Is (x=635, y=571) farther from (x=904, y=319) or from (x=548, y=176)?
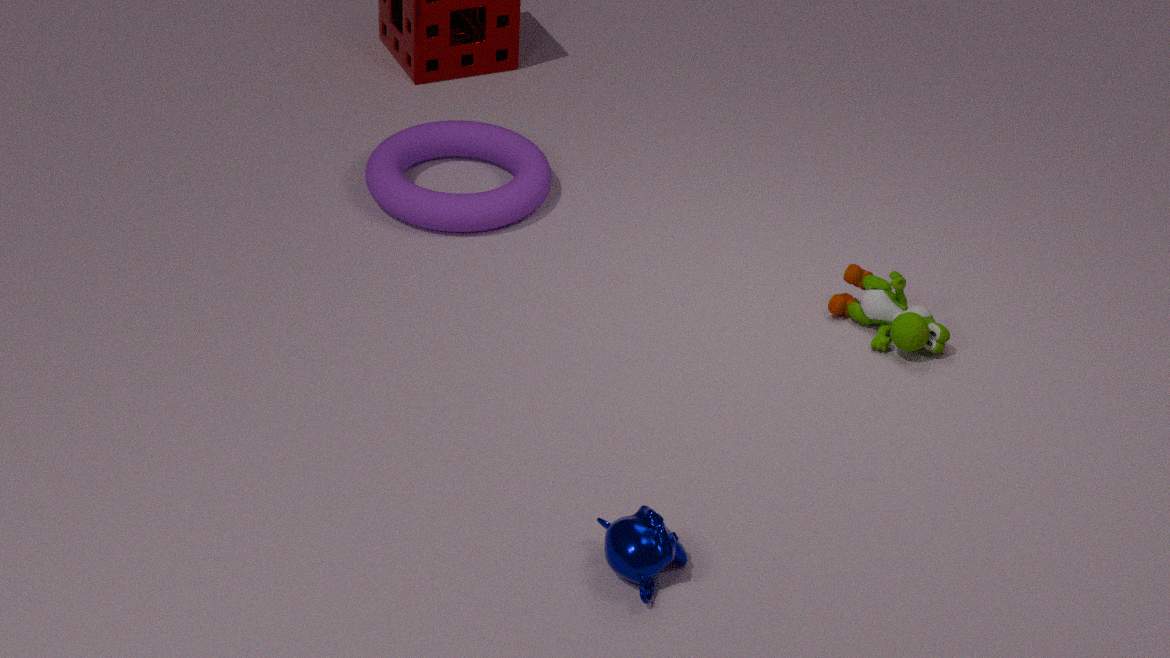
(x=548, y=176)
